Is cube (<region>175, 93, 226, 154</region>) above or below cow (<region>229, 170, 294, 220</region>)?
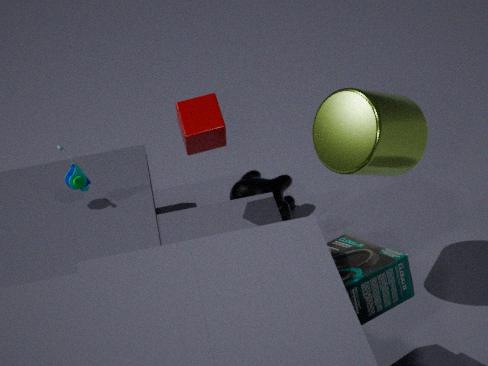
above
